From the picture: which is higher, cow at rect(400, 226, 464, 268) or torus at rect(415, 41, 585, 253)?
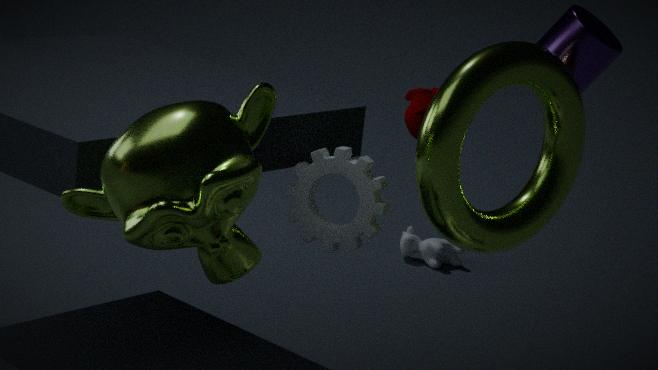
torus at rect(415, 41, 585, 253)
